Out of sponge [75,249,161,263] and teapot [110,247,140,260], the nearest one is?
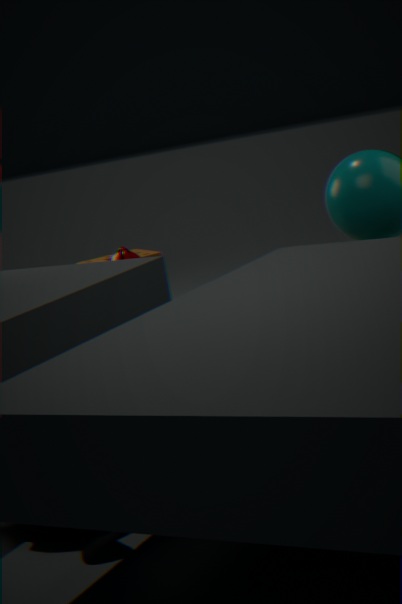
teapot [110,247,140,260]
